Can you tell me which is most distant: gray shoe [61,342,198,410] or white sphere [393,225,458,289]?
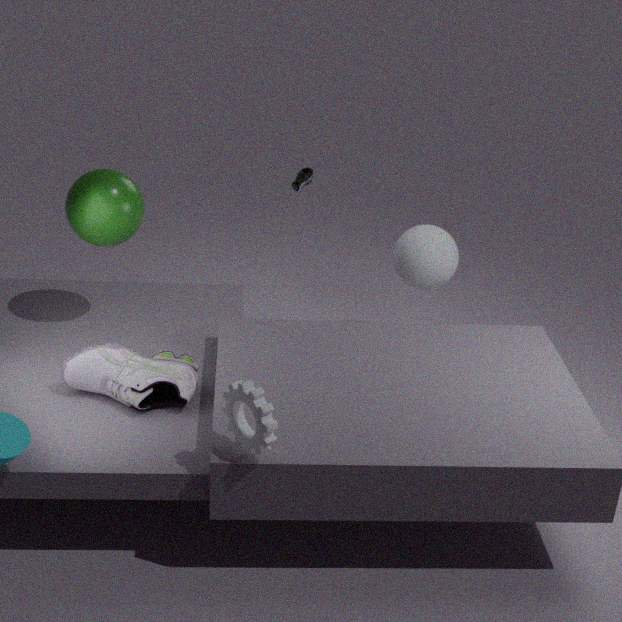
white sphere [393,225,458,289]
